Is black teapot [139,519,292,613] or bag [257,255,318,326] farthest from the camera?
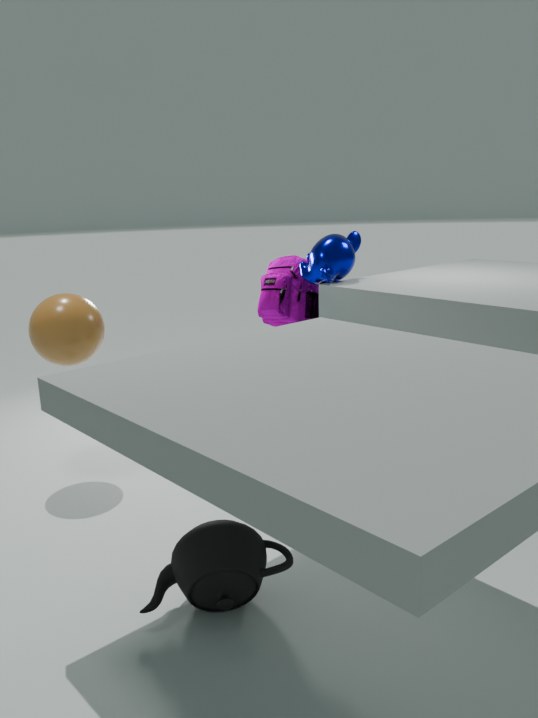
bag [257,255,318,326]
